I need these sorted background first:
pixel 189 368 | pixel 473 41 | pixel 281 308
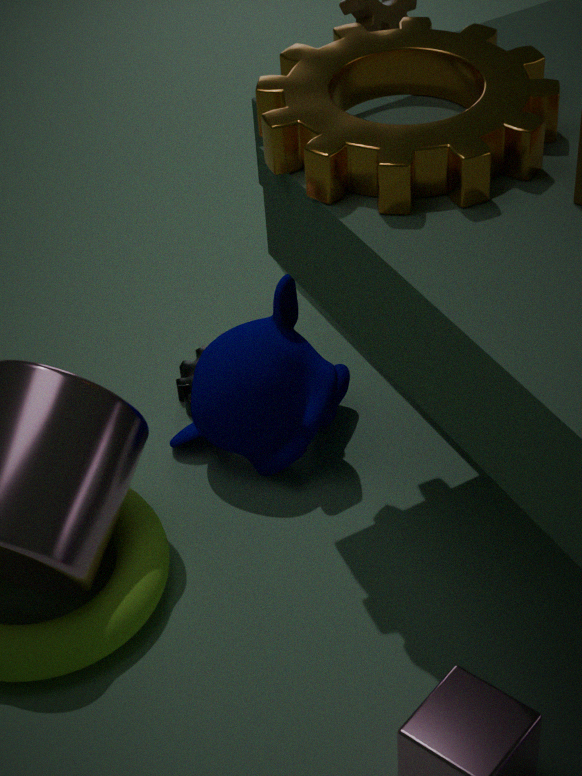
pixel 189 368 < pixel 281 308 < pixel 473 41
